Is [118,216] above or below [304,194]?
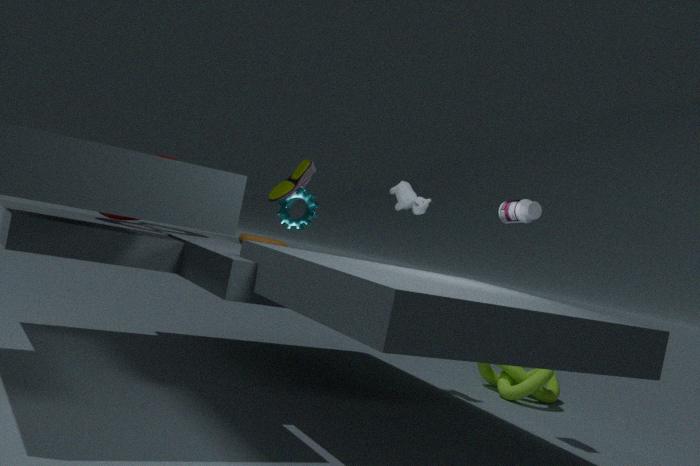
below
